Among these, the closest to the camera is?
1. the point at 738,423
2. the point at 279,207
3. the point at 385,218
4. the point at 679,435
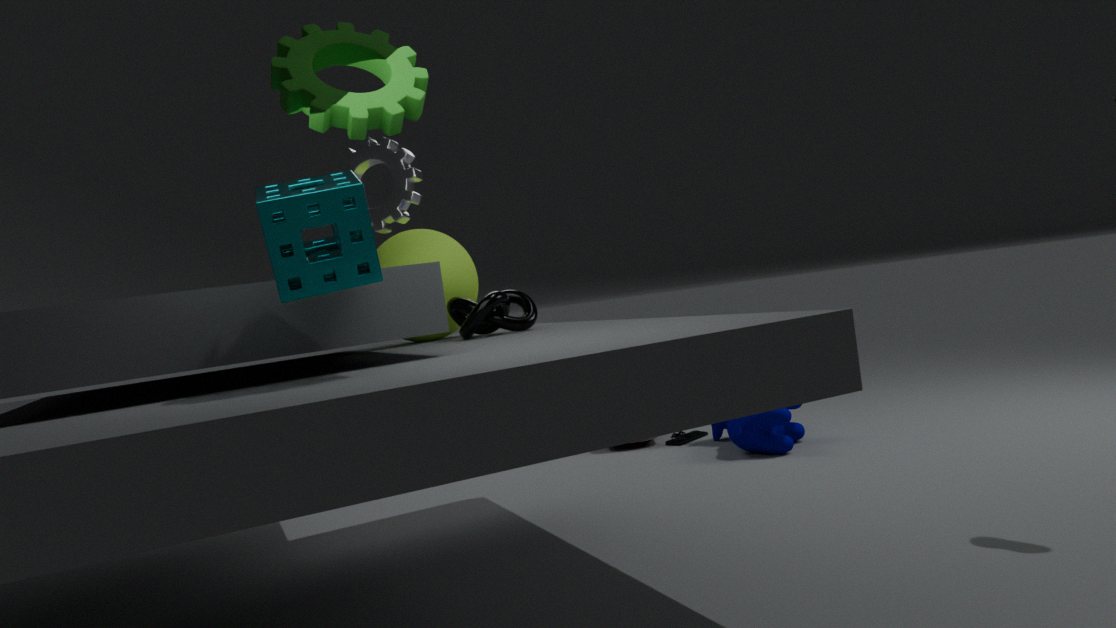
the point at 279,207
